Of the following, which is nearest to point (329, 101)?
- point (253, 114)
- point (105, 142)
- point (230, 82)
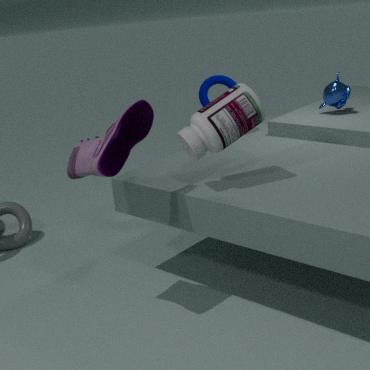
point (230, 82)
